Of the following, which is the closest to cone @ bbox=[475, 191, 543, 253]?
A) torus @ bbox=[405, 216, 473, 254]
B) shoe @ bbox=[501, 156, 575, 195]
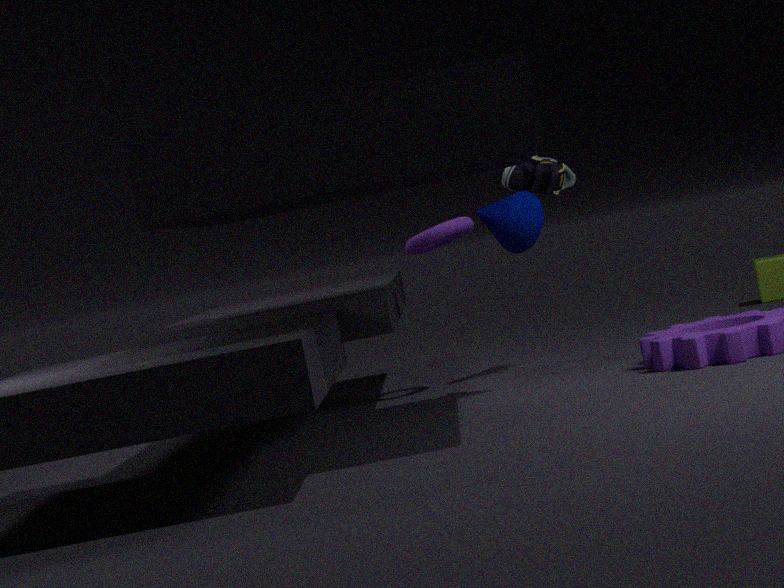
torus @ bbox=[405, 216, 473, 254]
